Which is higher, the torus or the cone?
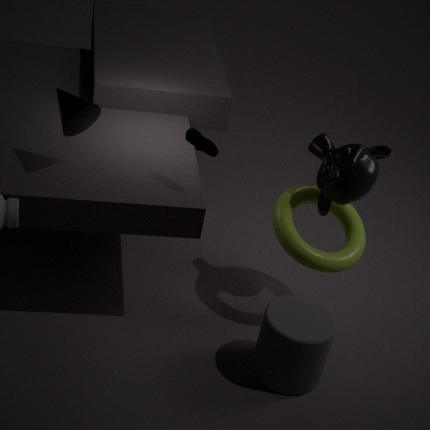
the cone
